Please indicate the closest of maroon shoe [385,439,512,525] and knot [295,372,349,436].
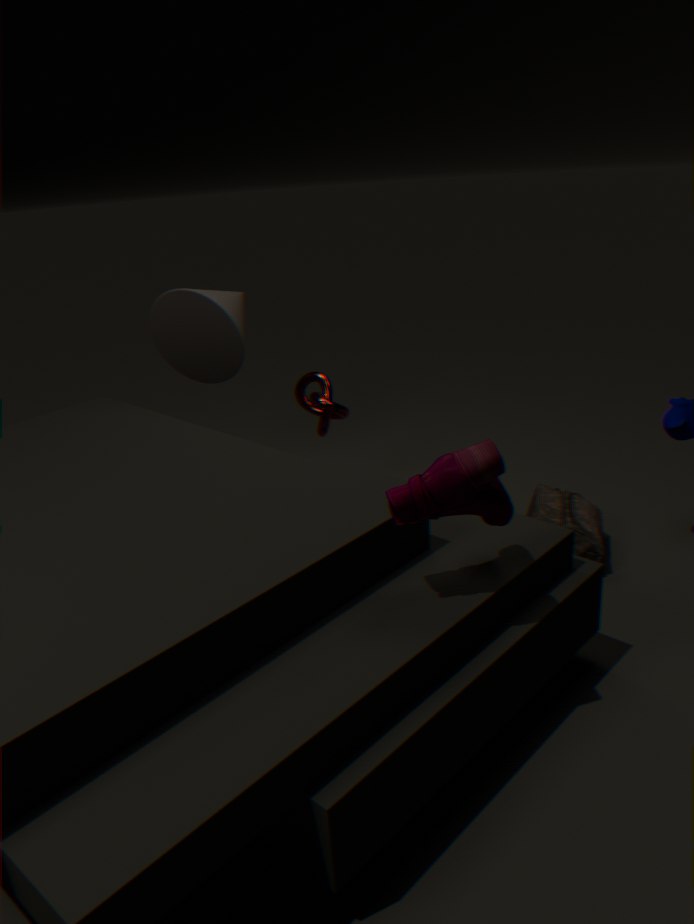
Answer: maroon shoe [385,439,512,525]
